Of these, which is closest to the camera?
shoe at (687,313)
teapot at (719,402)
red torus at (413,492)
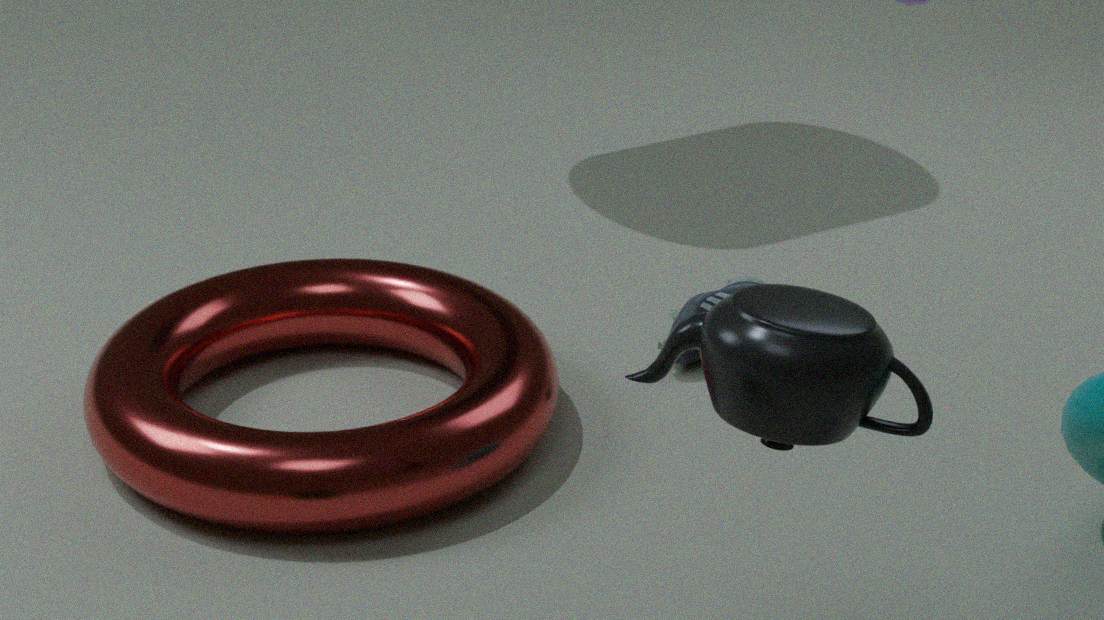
teapot at (719,402)
